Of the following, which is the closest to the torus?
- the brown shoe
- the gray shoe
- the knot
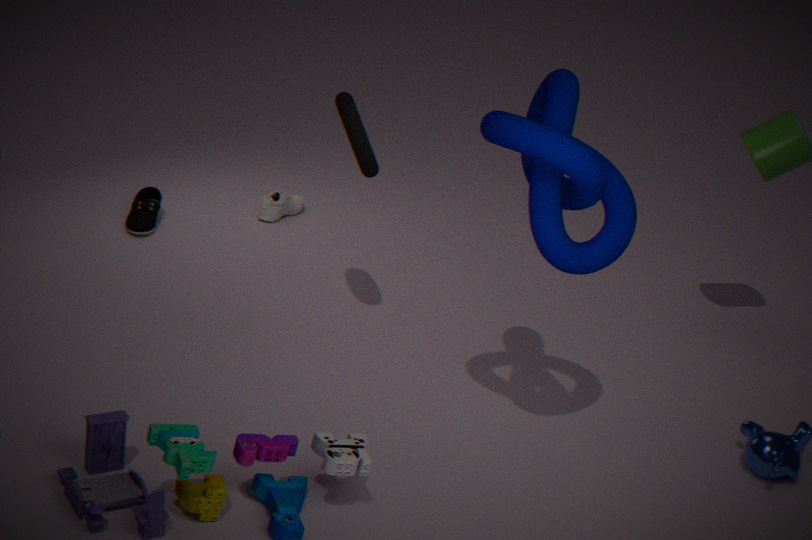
the knot
